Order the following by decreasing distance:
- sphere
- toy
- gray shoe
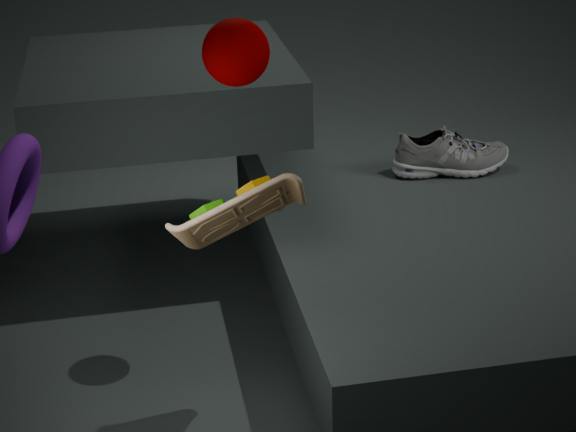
gray shoe
sphere
toy
